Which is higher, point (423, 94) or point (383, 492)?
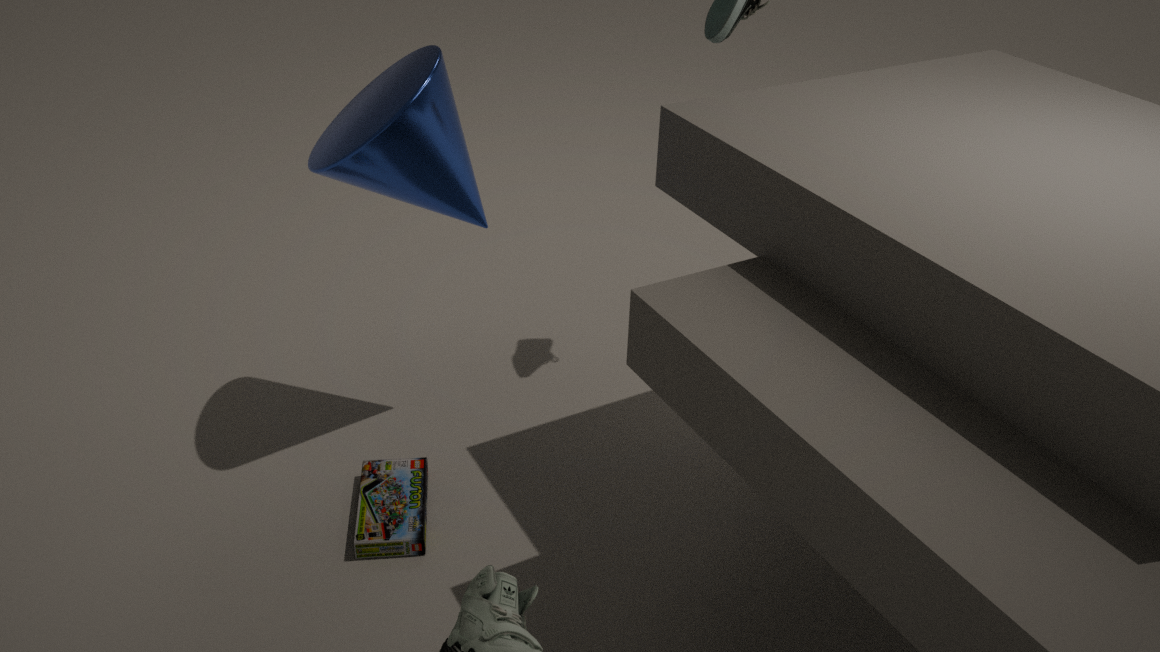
point (423, 94)
